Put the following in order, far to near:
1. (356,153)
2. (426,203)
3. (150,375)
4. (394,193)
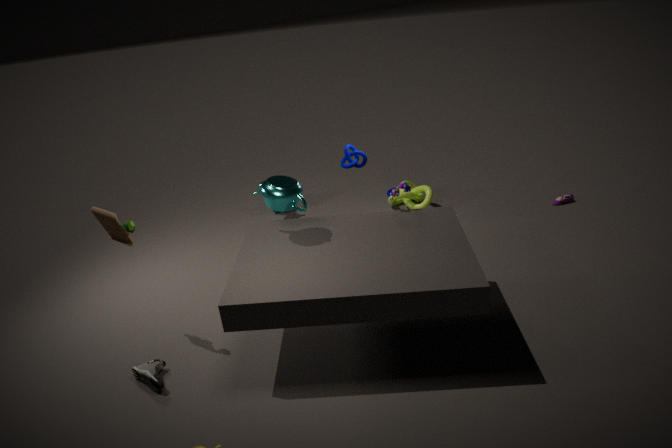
(426,203)
(356,153)
(394,193)
(150,375)
